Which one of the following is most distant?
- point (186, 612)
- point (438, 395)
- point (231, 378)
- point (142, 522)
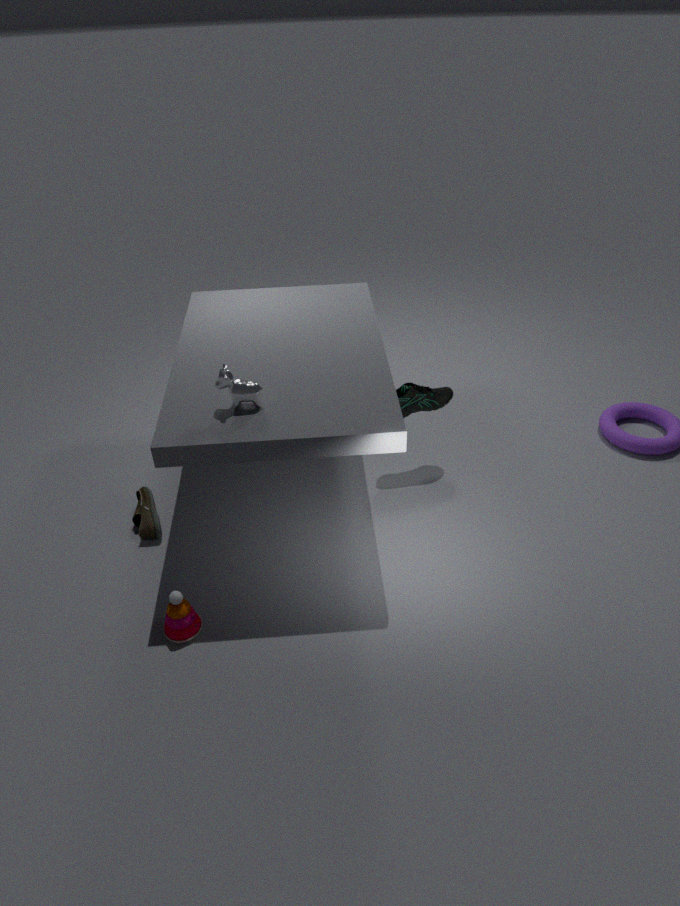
point (438, 395)
